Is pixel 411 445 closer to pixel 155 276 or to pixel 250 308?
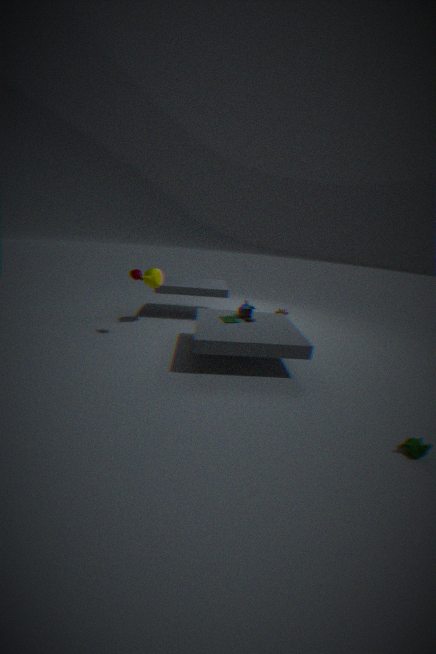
pixel 250 308
